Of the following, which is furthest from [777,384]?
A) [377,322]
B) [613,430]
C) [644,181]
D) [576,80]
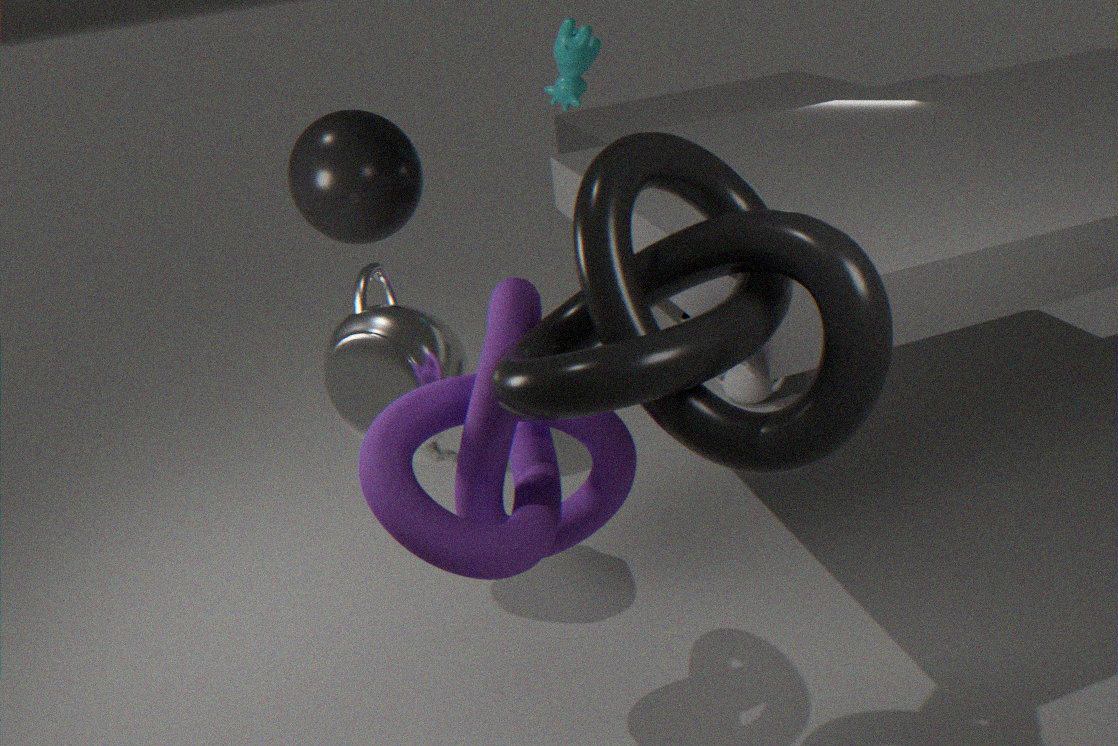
[644,181]
